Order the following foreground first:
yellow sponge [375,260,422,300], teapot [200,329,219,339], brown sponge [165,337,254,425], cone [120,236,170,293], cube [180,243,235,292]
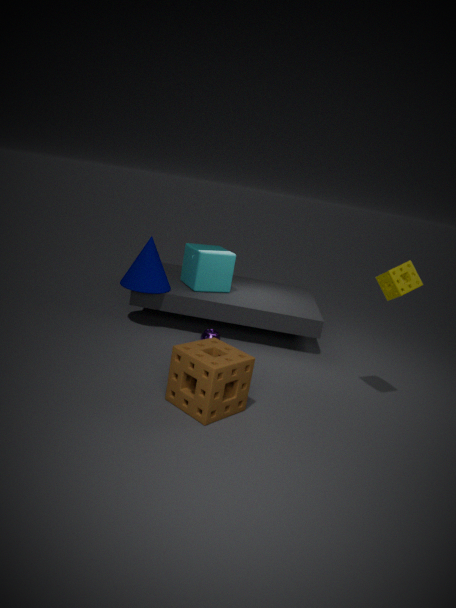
brown sponge [165,337,254,425] → yellow sponge [375,260,422,300] → teapot [200,329,219,339] → cone [120,236,170,293] → cube [180,243,235,292]
